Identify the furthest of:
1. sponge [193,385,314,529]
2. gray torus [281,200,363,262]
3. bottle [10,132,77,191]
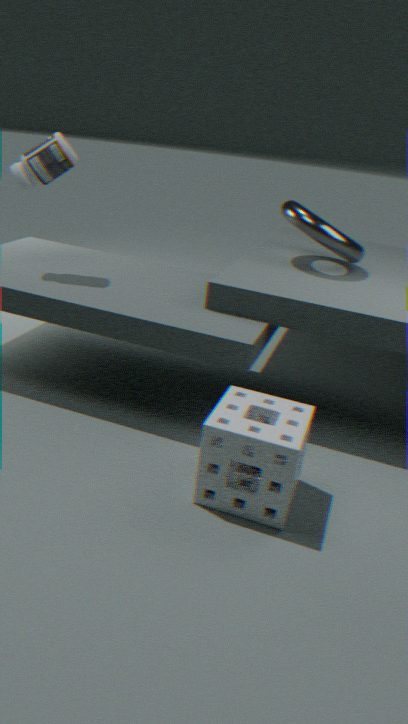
gray torus [281,200,363,262]
